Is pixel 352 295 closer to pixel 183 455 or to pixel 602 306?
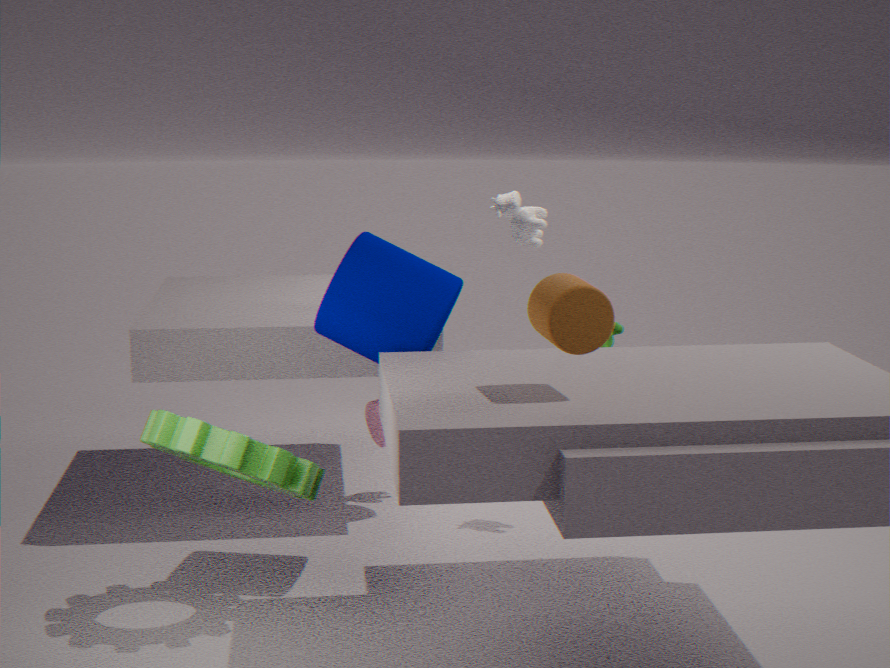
A: pixel 183 455
